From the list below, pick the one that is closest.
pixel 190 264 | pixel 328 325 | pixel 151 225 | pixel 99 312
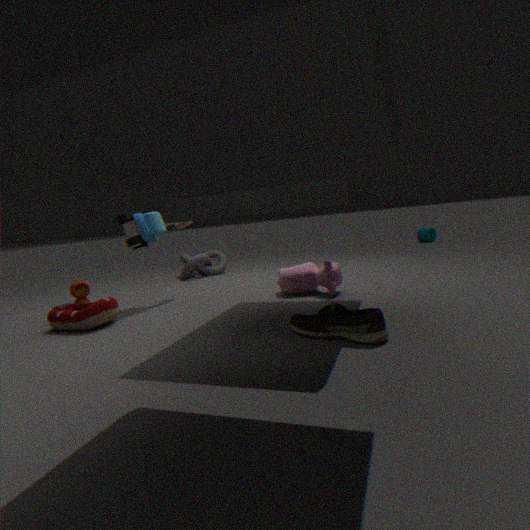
pixel 328 325
